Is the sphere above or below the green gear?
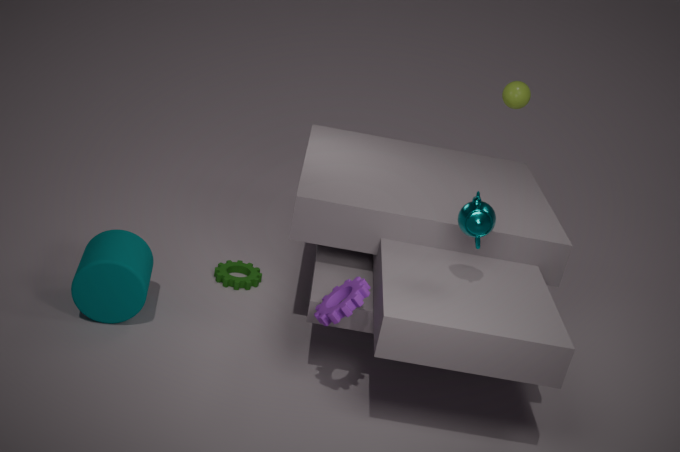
above
